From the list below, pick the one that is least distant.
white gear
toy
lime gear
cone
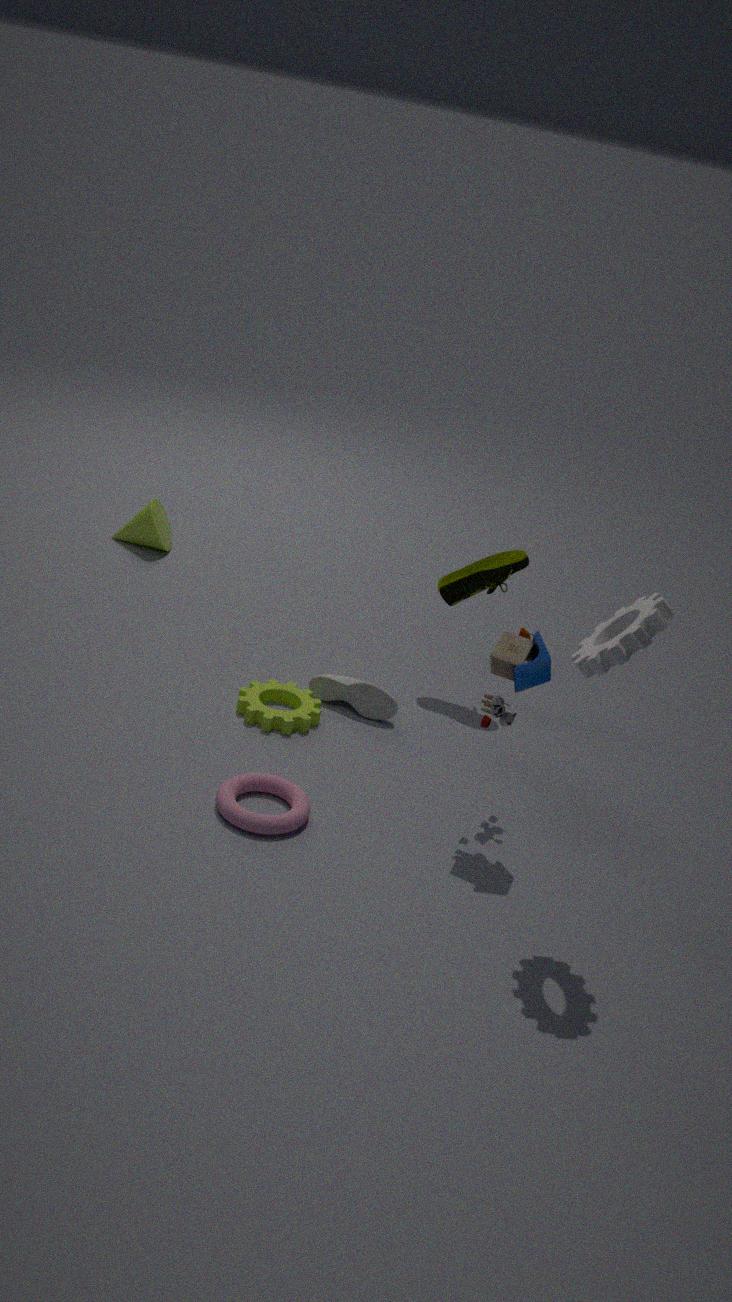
white gear
